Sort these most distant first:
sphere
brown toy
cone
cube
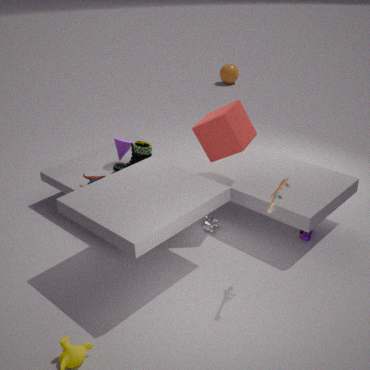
sphere
cone
cube
brown toy
